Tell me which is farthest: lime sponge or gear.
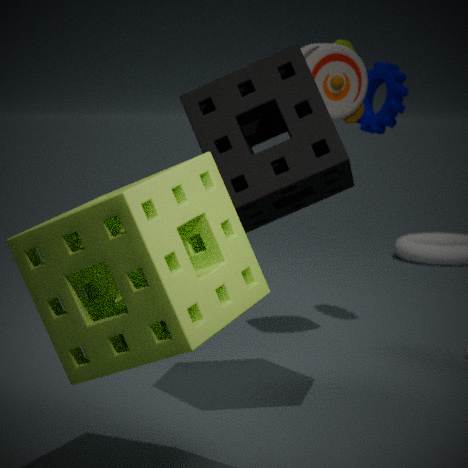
gear
